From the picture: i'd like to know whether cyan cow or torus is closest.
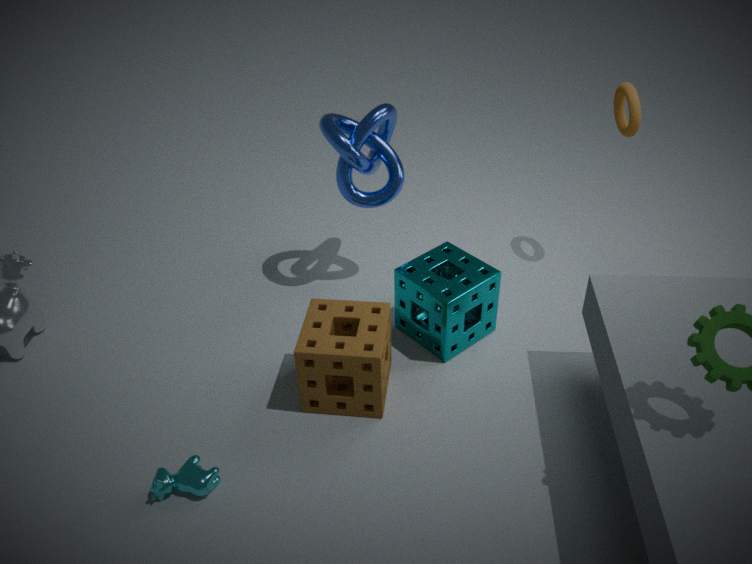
cyan cow
